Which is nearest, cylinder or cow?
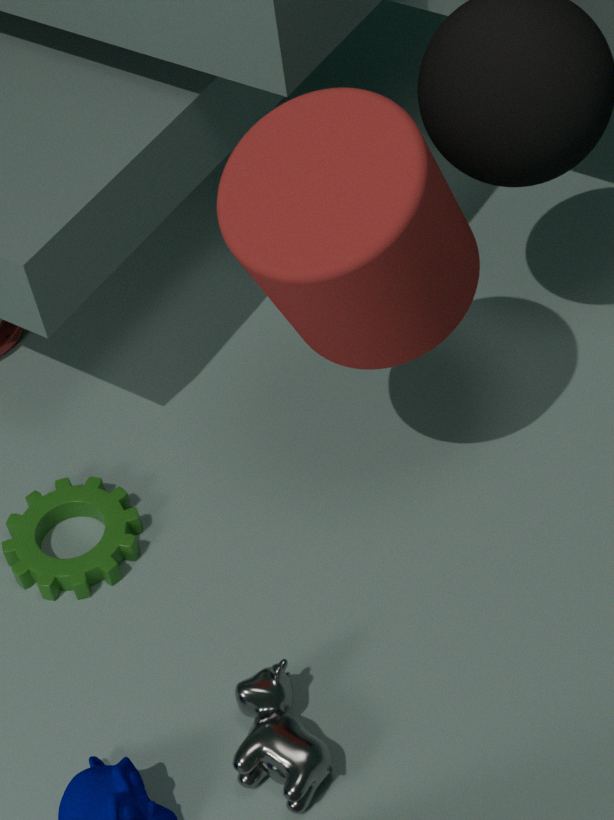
cylinder
